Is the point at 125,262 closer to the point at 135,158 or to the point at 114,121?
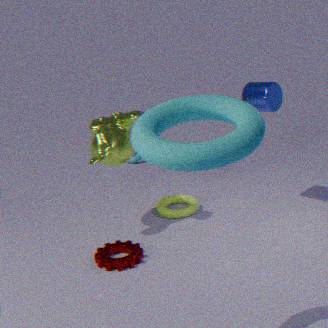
the point at 114,121
